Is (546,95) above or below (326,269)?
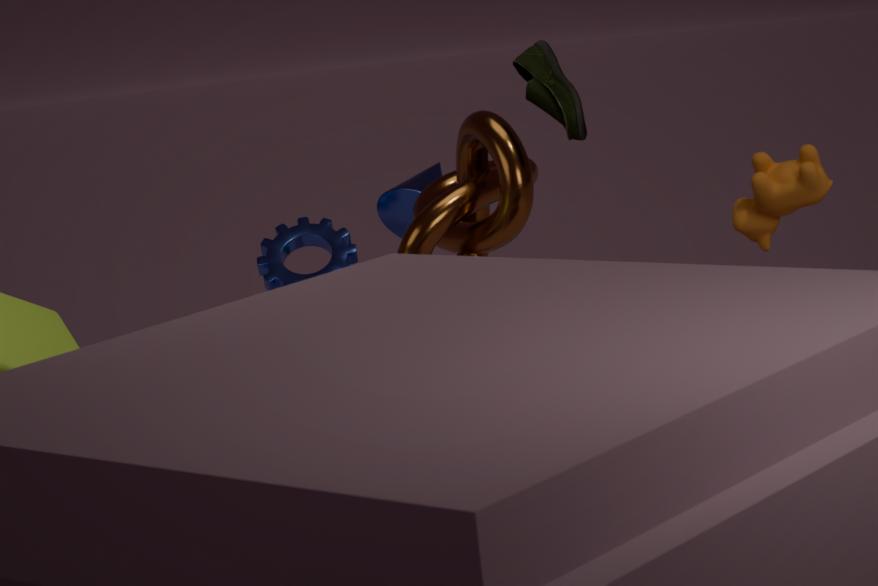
above
